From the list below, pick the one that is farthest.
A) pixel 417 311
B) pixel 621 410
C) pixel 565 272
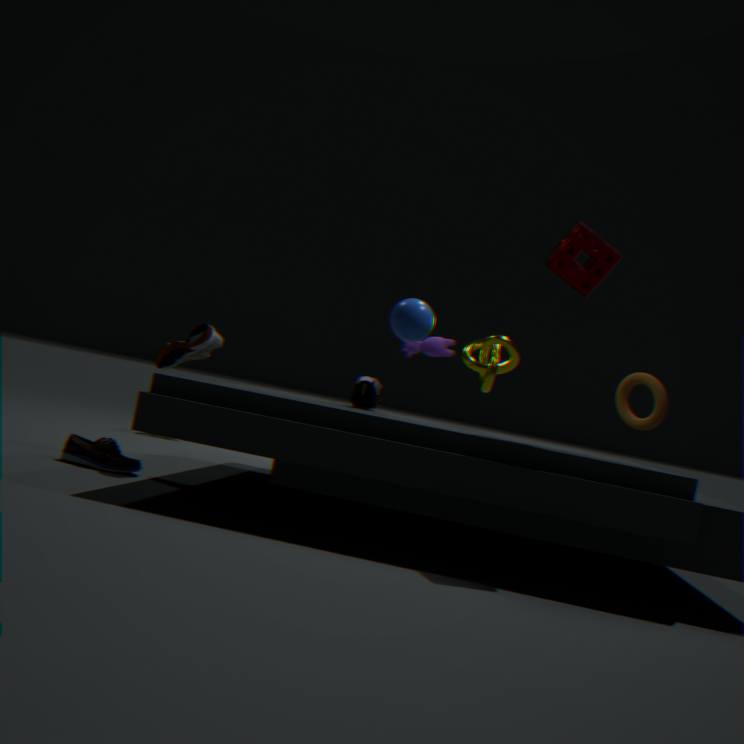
pixel 621 410
